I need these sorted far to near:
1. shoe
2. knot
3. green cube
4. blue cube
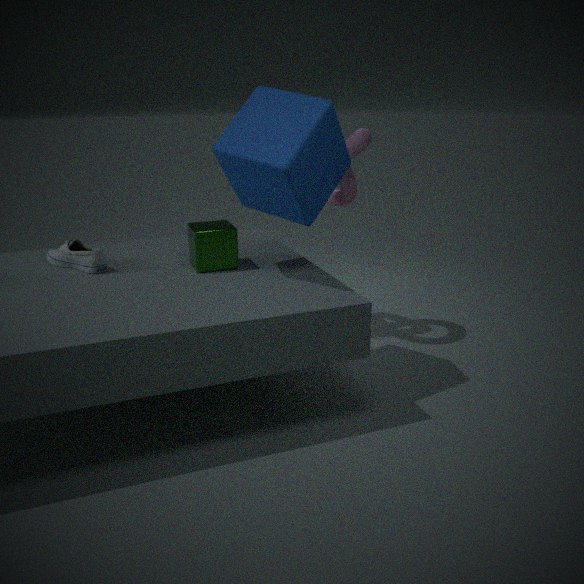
knot, shoe, green cube, blue cube
